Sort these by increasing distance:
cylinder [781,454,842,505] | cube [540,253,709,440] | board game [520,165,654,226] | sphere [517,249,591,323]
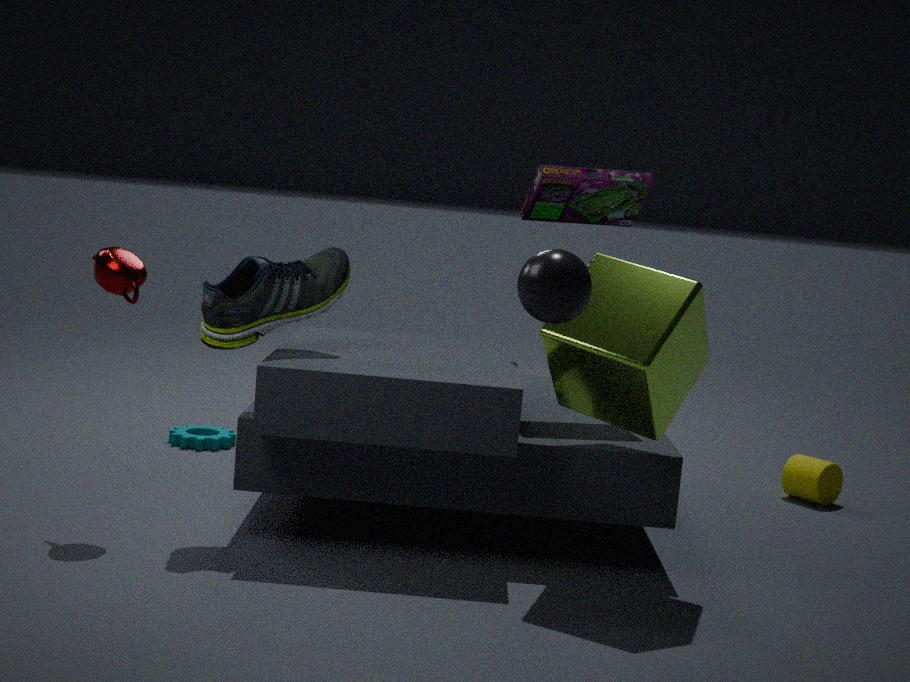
sphere [517,249,591,323] → cube [540,253,709,440] → board game [520,165,654,226] → cylinder [781,454,842,505]
